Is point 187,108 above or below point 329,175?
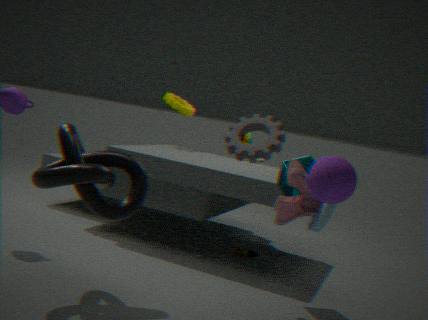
above
